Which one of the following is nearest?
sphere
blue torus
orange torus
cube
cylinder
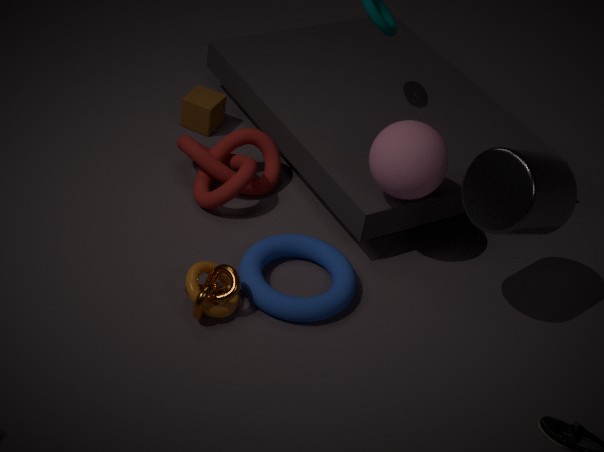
cylinder
